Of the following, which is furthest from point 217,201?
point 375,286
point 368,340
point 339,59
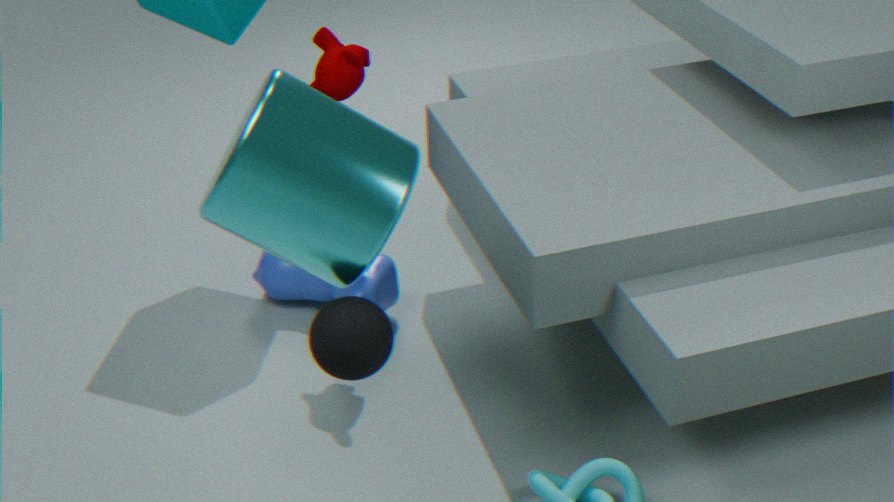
point 375,286
